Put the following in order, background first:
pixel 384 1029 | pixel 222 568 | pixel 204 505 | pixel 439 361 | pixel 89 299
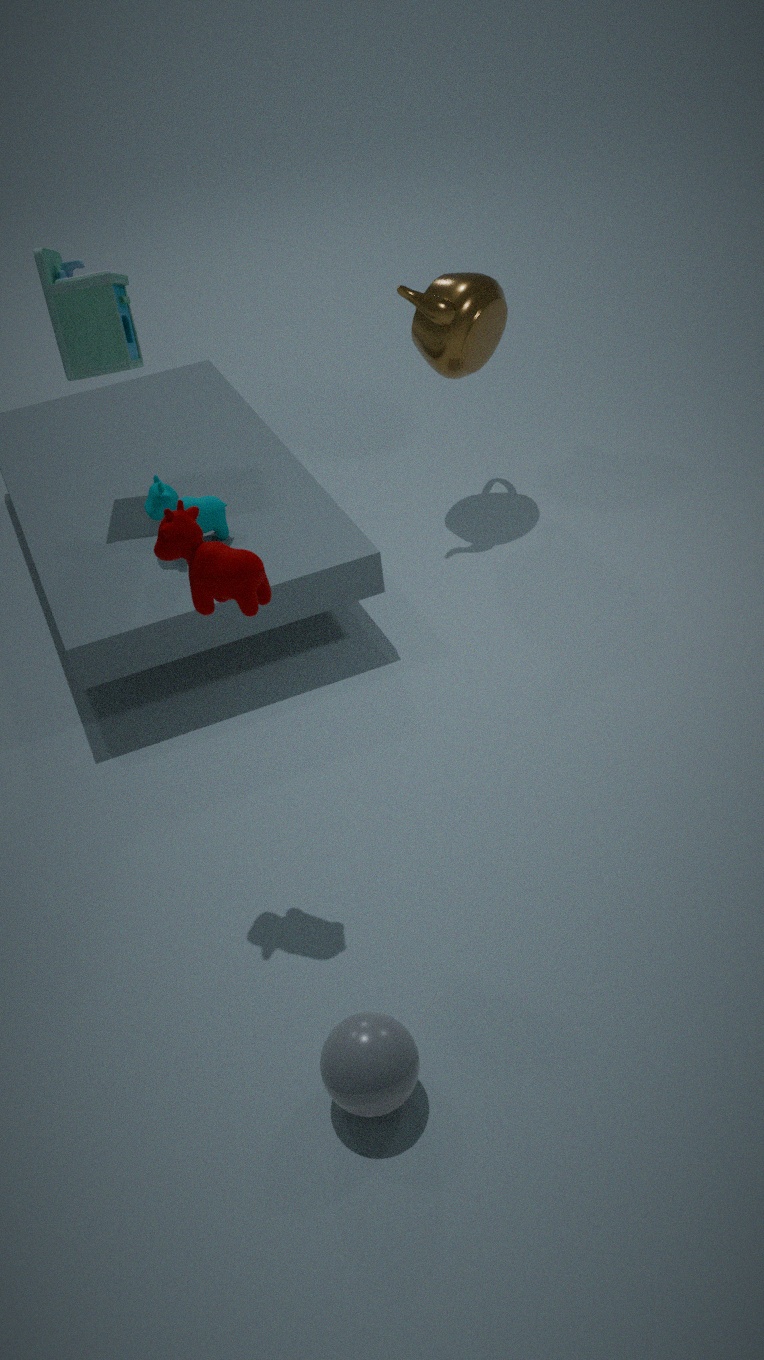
pixel 439 361 < pixel 204 505 < pixel 89 299 < pixel 222 568 < pixel 384 1029
